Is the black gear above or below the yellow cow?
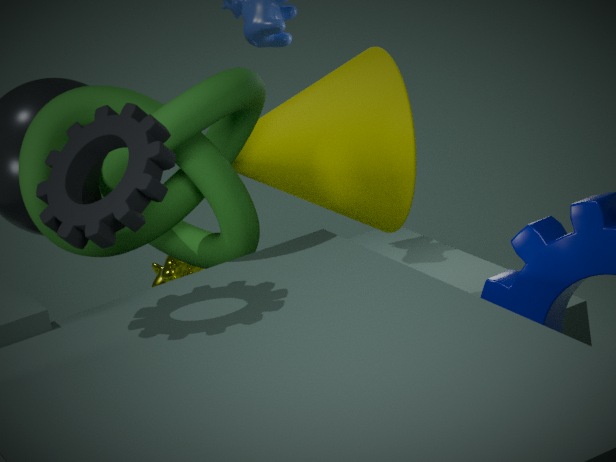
above
